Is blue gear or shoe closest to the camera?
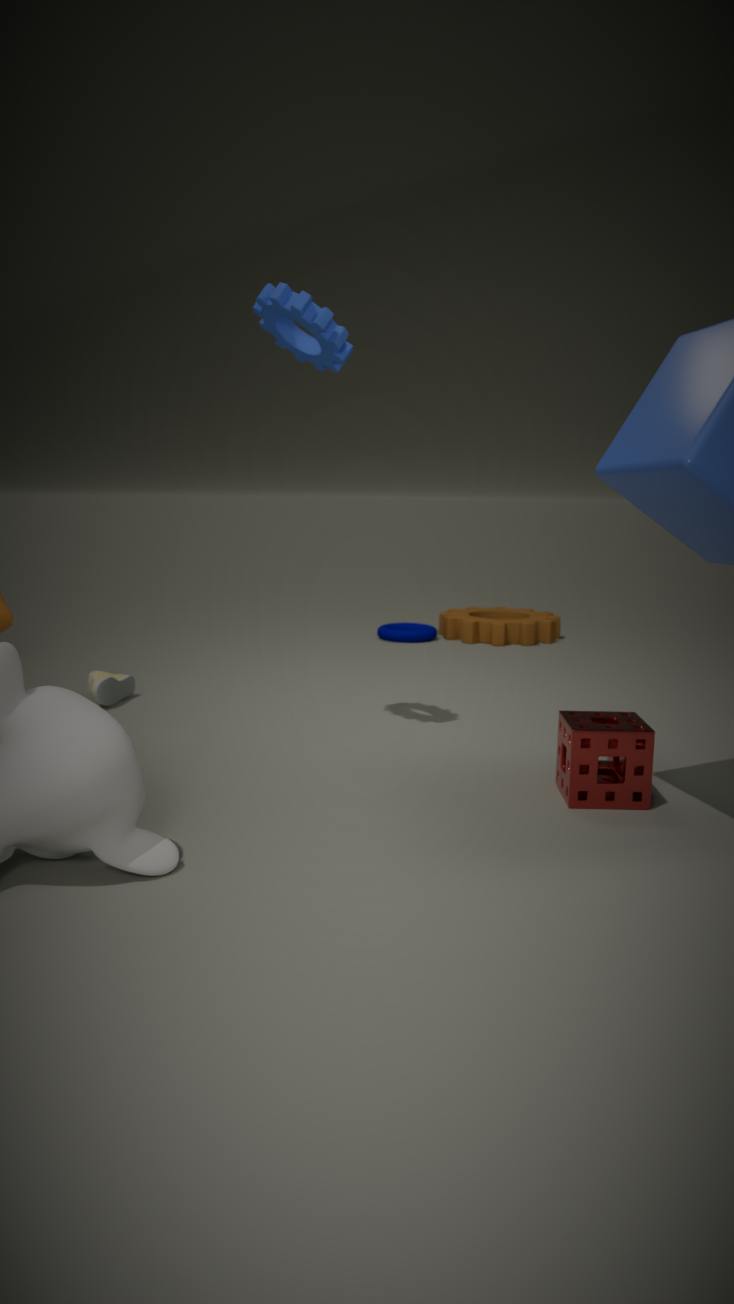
blue gear
